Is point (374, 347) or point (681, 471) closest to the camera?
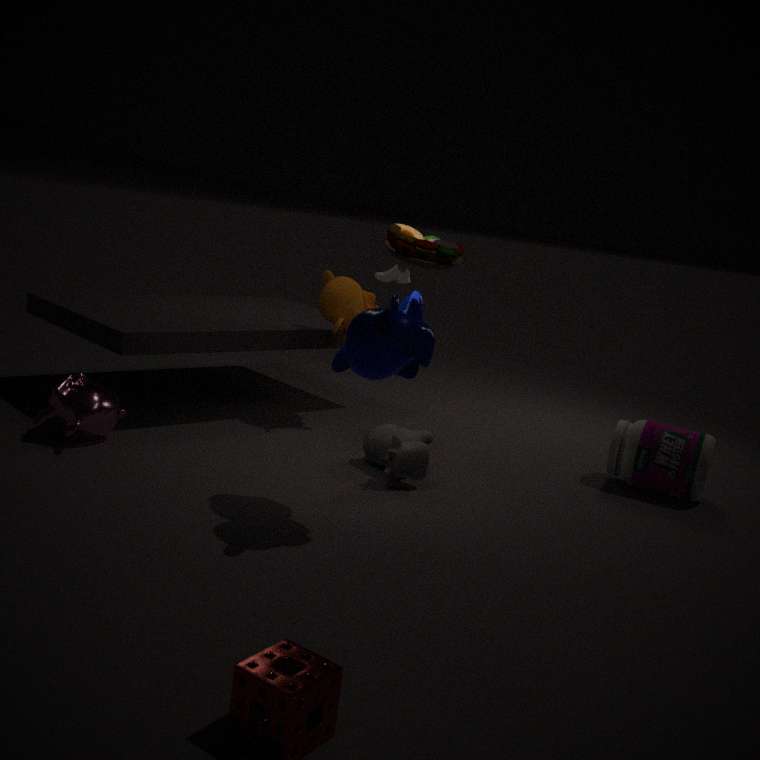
point (374, 347)
